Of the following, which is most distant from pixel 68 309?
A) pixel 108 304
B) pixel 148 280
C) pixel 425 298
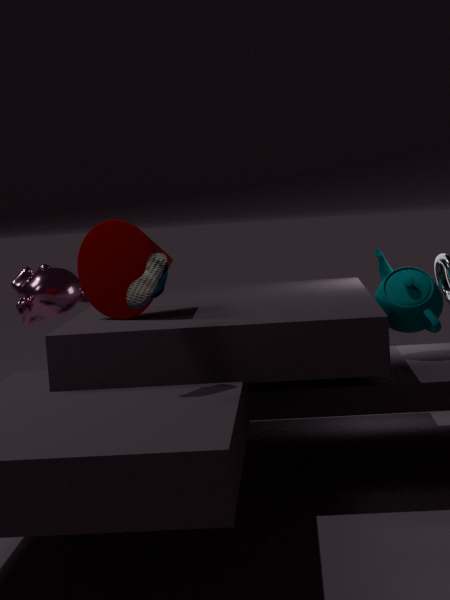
pixel 425 298
